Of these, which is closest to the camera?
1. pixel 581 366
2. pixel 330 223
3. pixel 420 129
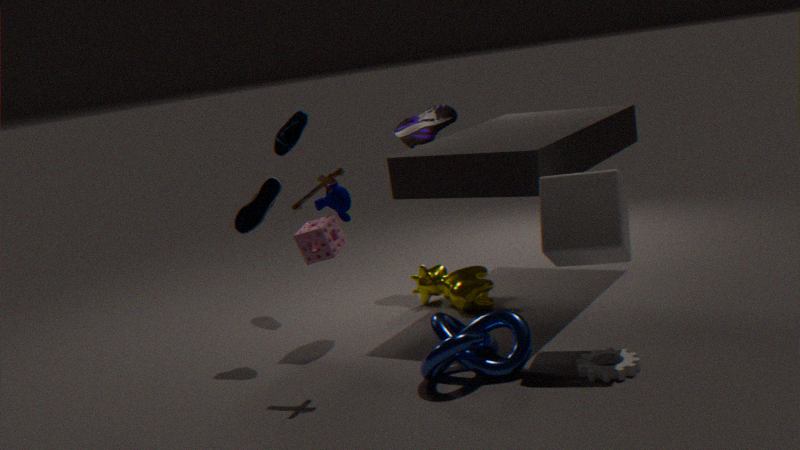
pixel 581 366
